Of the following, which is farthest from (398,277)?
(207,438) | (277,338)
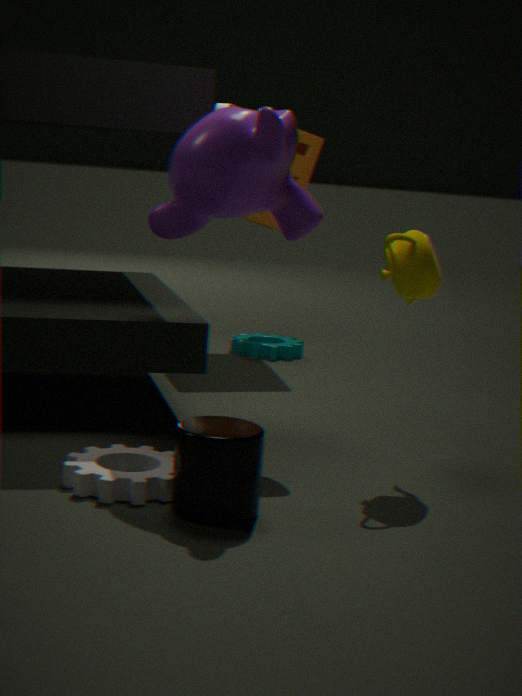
(277,338)
